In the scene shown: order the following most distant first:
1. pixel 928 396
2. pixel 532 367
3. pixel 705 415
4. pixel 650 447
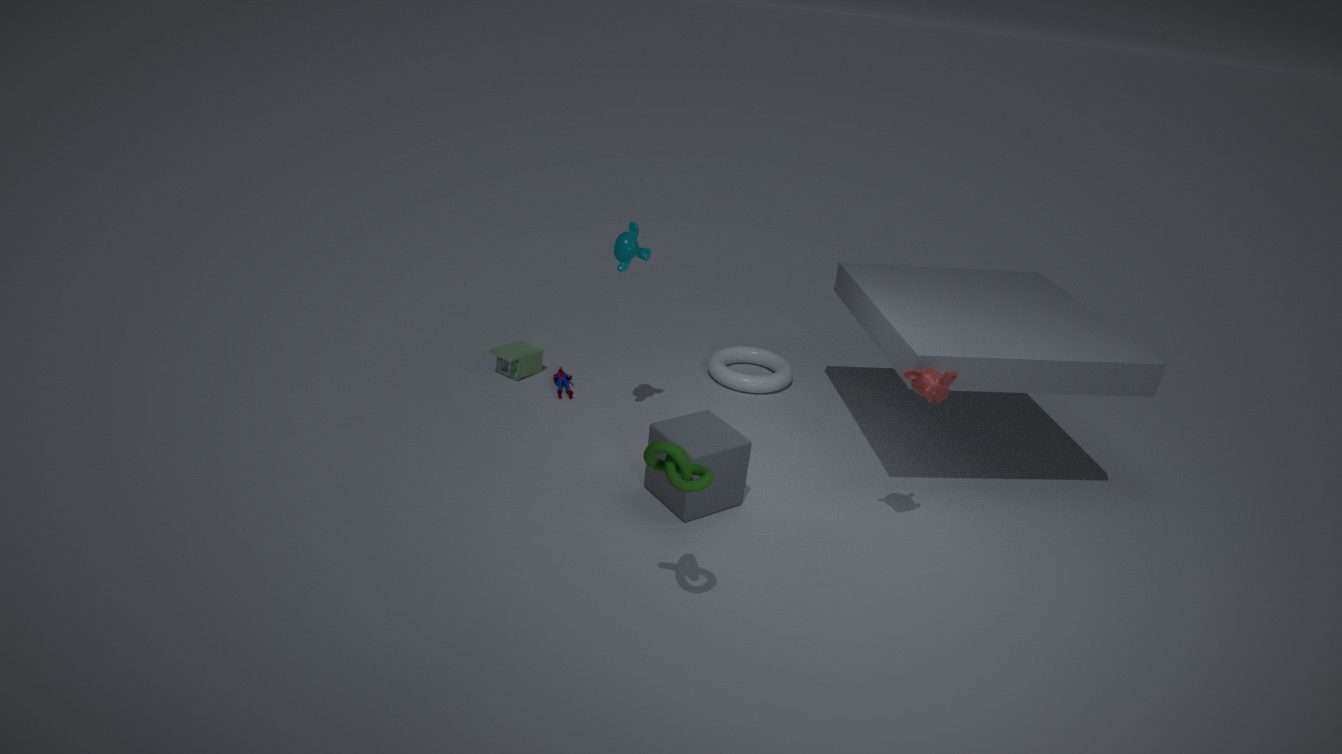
pixel 532 367 → pixel 705 415 → pixel 928 396 → pixel 650 447
